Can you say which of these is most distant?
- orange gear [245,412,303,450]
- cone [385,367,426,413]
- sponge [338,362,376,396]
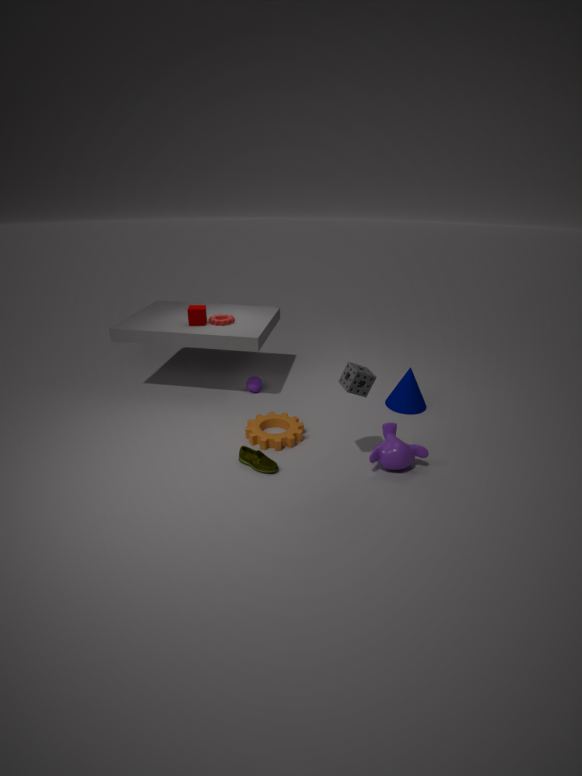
cone [385,367,426,413]
